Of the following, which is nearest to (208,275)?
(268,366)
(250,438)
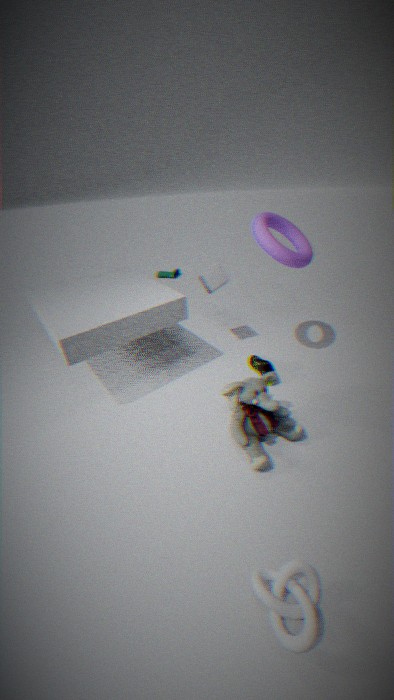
(268,366)
